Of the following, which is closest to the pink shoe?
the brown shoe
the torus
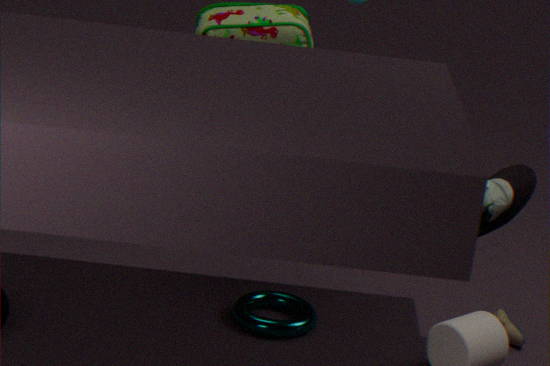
the torus
